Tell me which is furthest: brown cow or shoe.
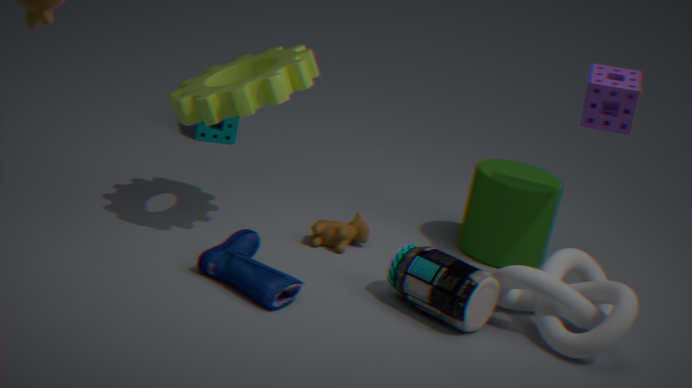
brown cow
